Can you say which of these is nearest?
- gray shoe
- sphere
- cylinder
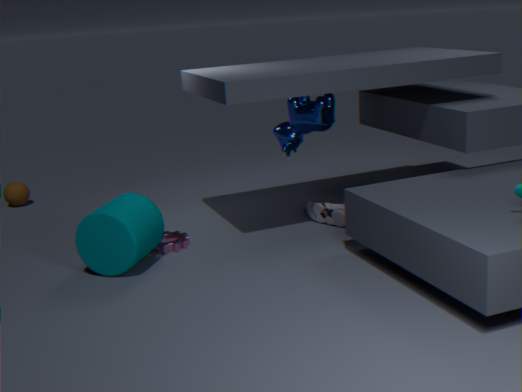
cylinder
